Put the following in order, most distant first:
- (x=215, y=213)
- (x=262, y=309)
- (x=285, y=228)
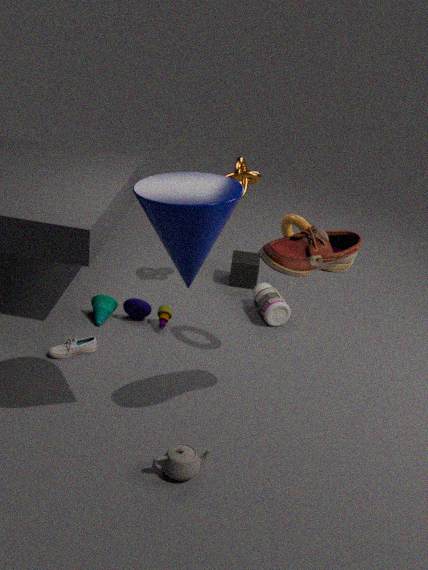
(x=262, y=309), (x=285, y=228), (x=215, y=213)
